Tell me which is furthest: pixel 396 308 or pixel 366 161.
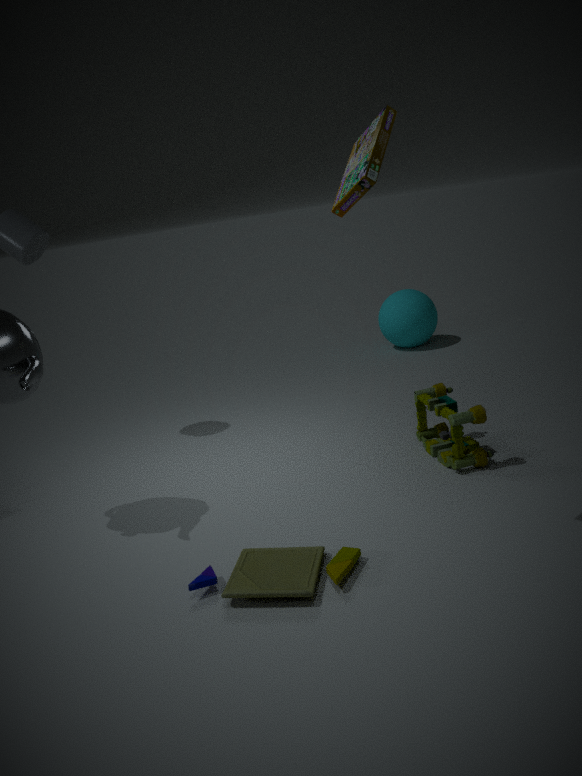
pixel 396 308
